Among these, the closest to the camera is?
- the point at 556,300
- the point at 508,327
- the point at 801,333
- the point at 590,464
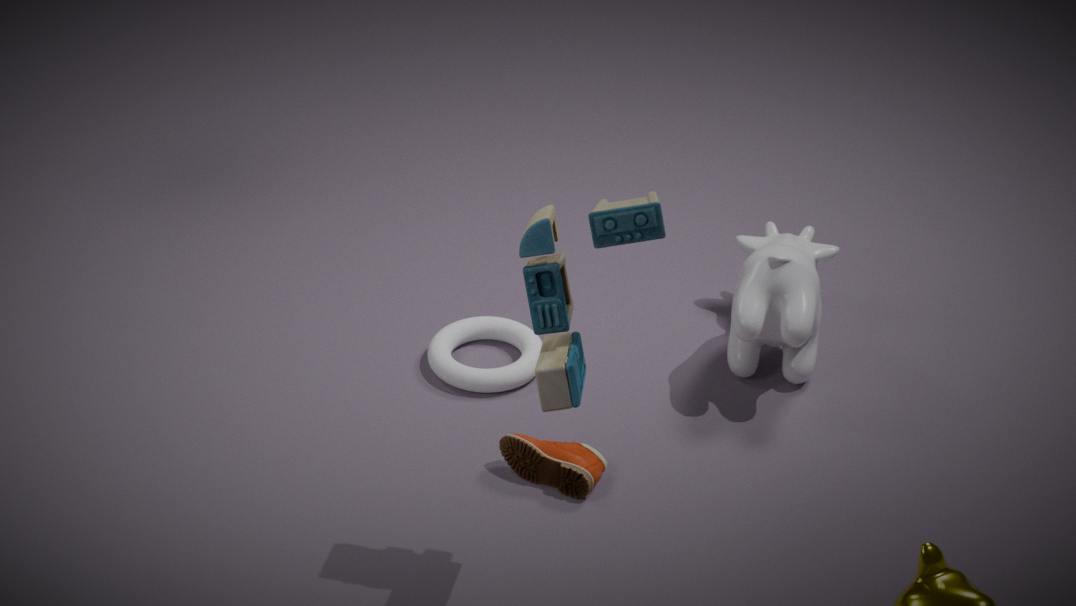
the point at 556,300
